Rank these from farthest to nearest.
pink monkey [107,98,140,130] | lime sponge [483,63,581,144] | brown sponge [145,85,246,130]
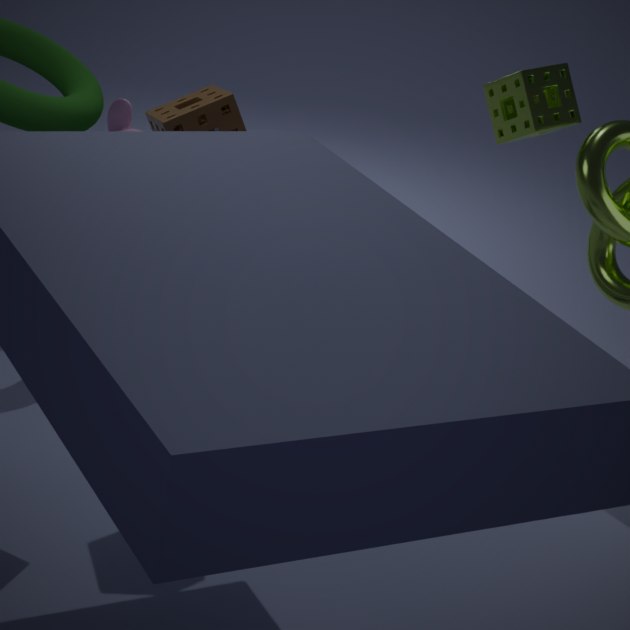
1. pink monkey [107,98,140,130]
2. lime sponge [483,63,581,144]
3. brown sponge [145,85,246,130]
